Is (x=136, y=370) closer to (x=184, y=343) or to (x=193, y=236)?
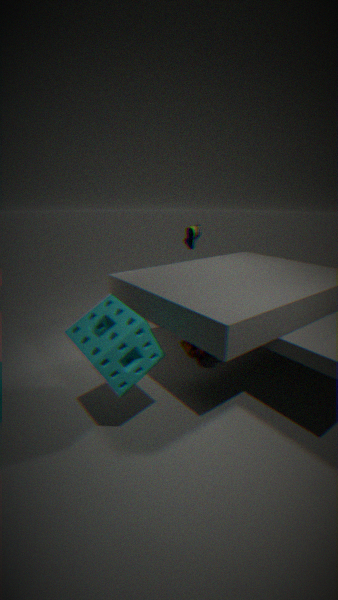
(x=184, y=343)
